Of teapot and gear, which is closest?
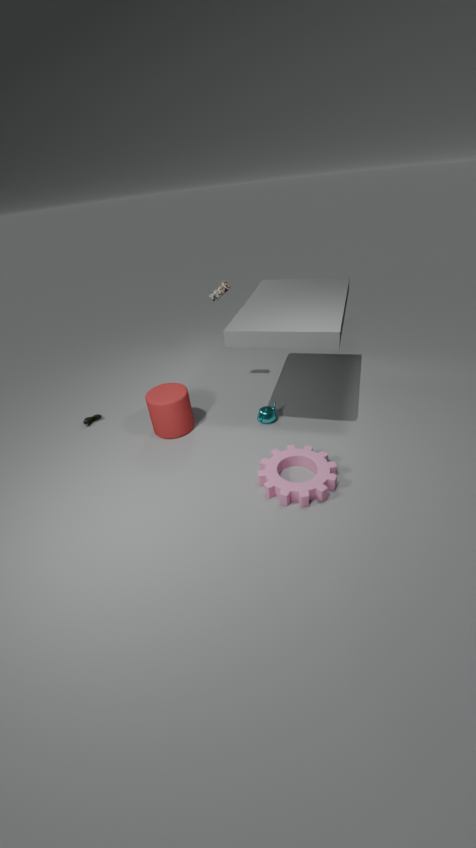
gear
